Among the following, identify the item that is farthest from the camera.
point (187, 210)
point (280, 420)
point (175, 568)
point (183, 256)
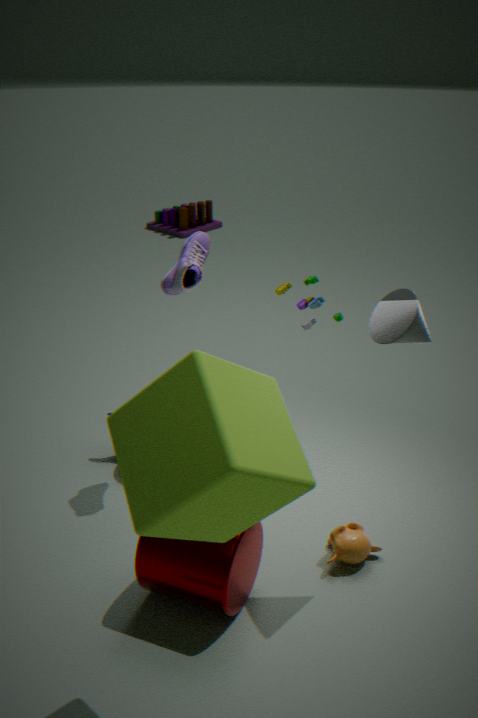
point (187, 210)
